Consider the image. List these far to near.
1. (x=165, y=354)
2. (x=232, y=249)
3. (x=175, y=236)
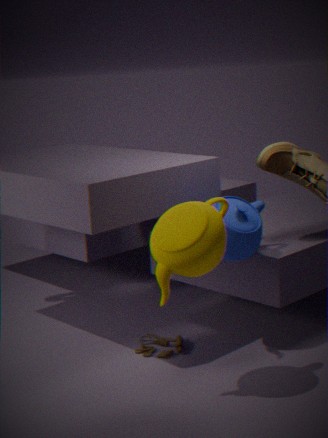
(x=165, y=354)
(x=232, y=249)
(x=175, y=236)
